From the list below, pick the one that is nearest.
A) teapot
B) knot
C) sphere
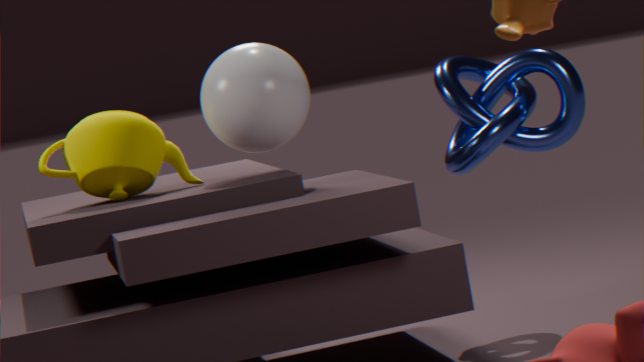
sphere
